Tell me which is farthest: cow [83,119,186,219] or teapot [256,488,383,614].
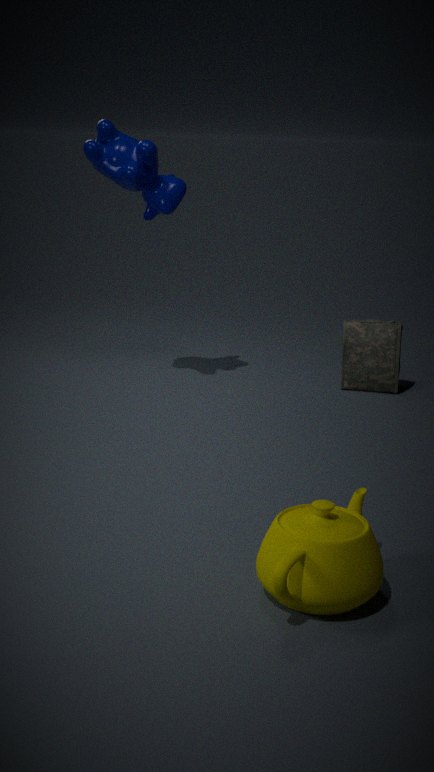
cow [83,119,186,219]
